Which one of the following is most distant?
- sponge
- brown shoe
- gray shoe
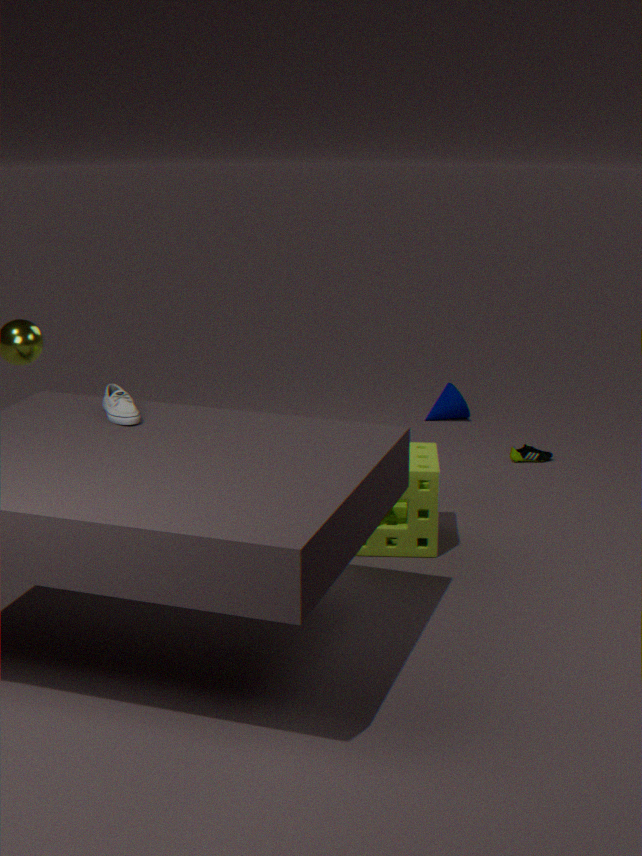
brown shoe
